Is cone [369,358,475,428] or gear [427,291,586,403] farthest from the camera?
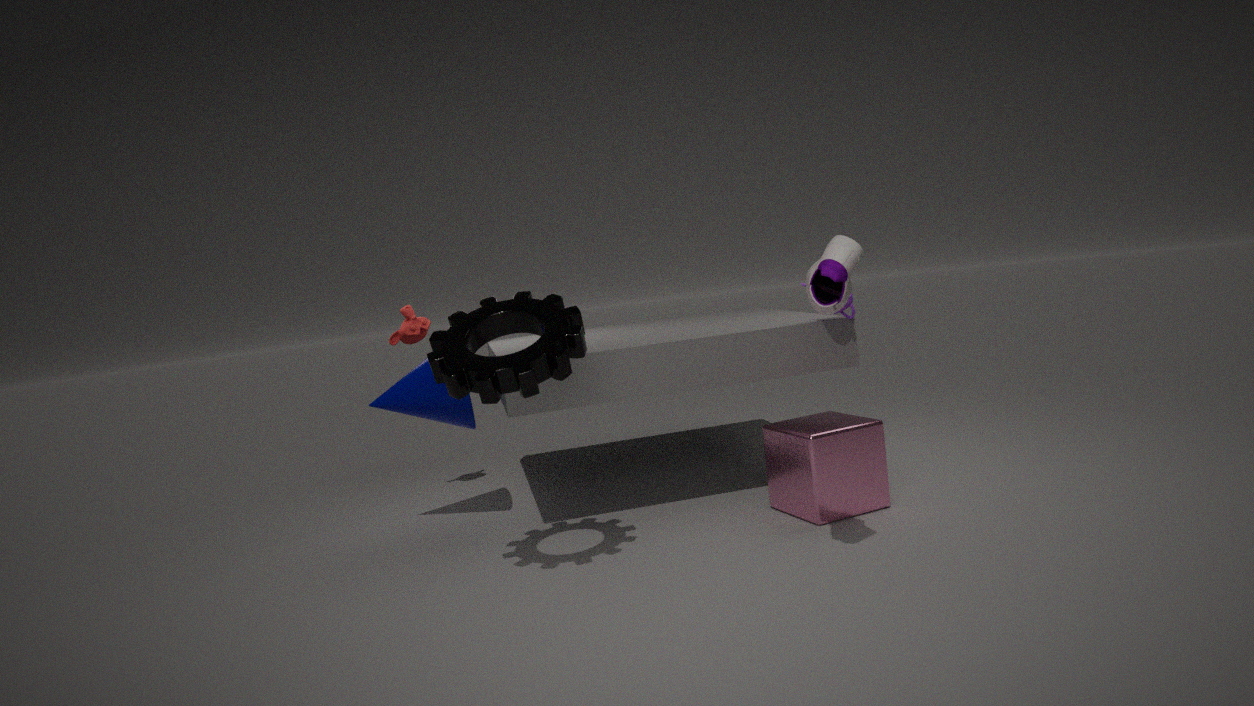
cone [369,358,475,428]
